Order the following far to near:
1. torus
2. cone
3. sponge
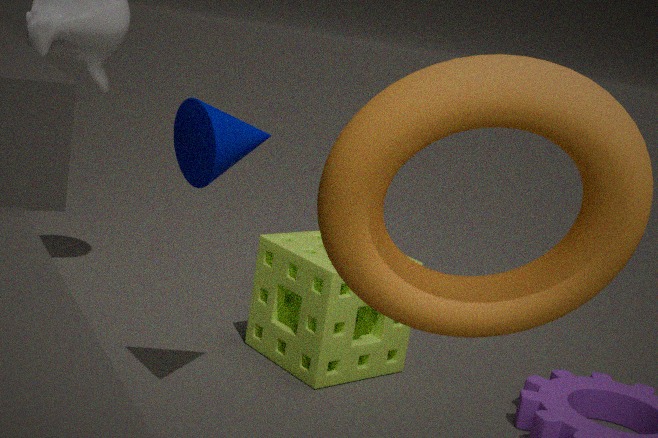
sponge < cone < torus
